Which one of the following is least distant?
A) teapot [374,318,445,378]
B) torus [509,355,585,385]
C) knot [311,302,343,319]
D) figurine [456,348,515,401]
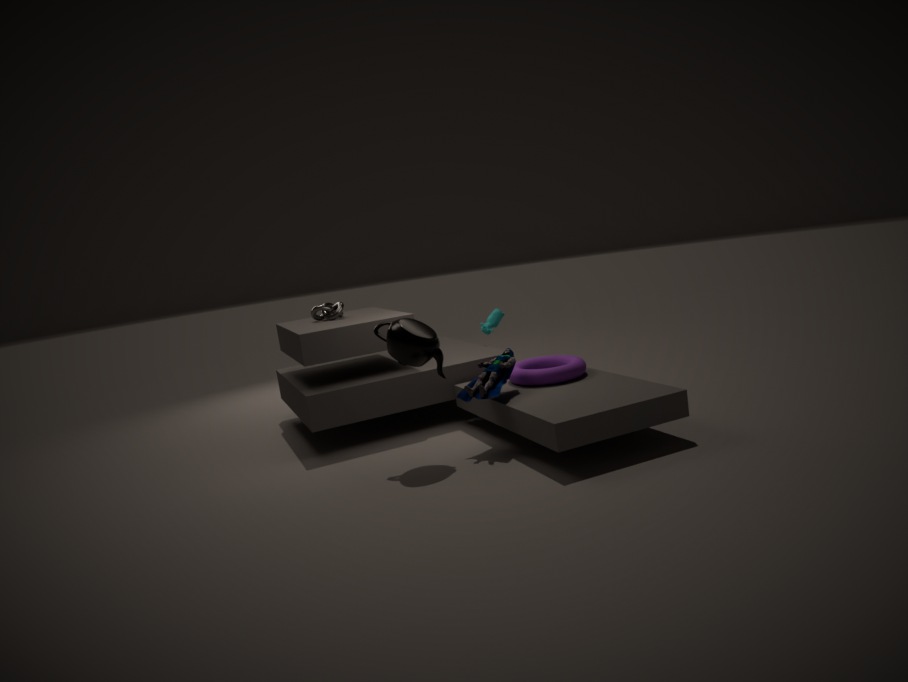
teapot [374,318,445,378]
